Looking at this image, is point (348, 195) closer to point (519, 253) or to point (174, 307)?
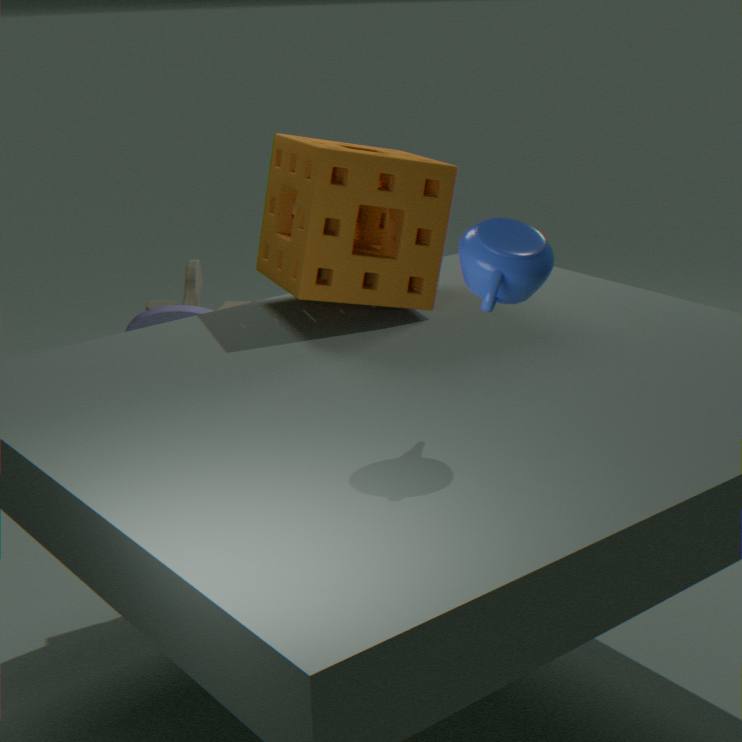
point (519, 253)
